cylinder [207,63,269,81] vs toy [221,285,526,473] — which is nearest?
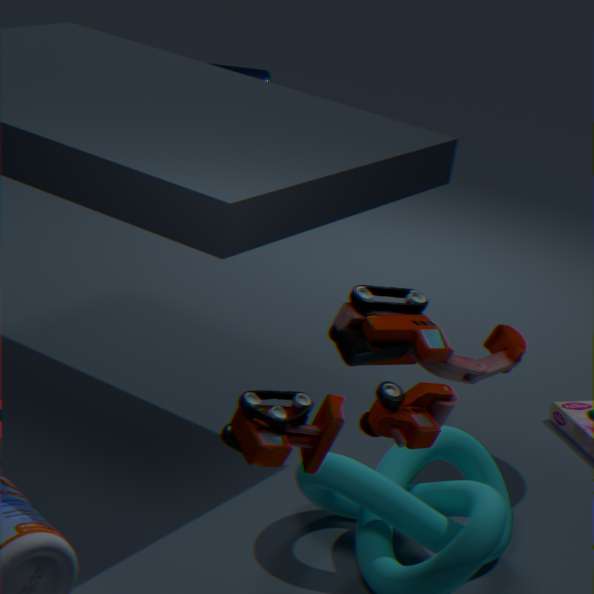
toy [221,285,526,473]
